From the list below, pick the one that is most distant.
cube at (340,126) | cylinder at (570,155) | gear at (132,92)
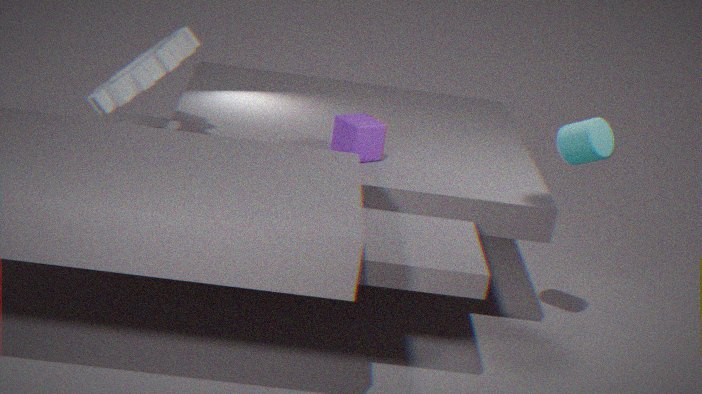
cube at (340,126)
